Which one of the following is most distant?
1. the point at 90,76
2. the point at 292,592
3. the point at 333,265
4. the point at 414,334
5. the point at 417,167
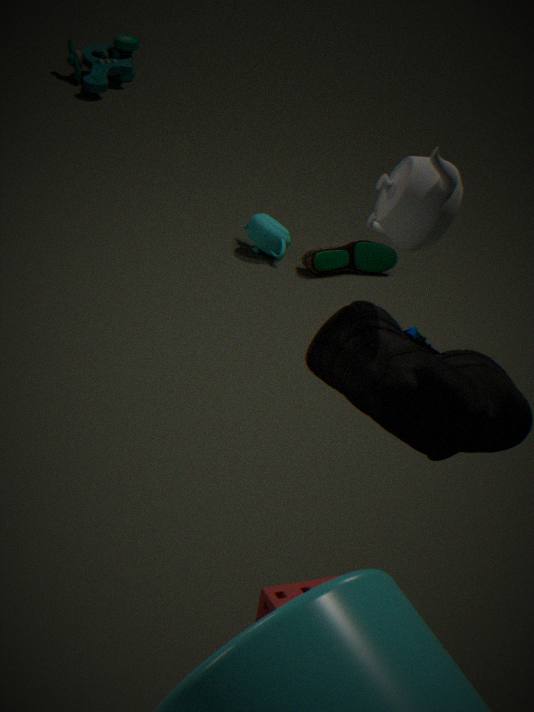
the point at 90,76
